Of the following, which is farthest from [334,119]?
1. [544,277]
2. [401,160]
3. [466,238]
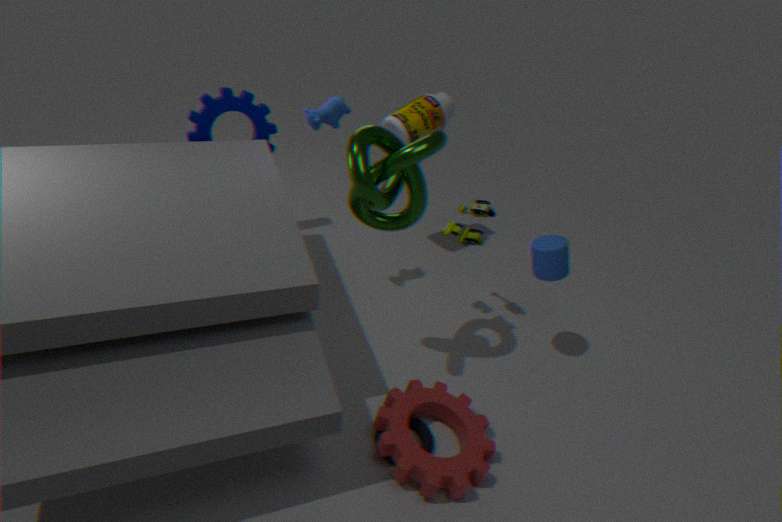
[544,277]
